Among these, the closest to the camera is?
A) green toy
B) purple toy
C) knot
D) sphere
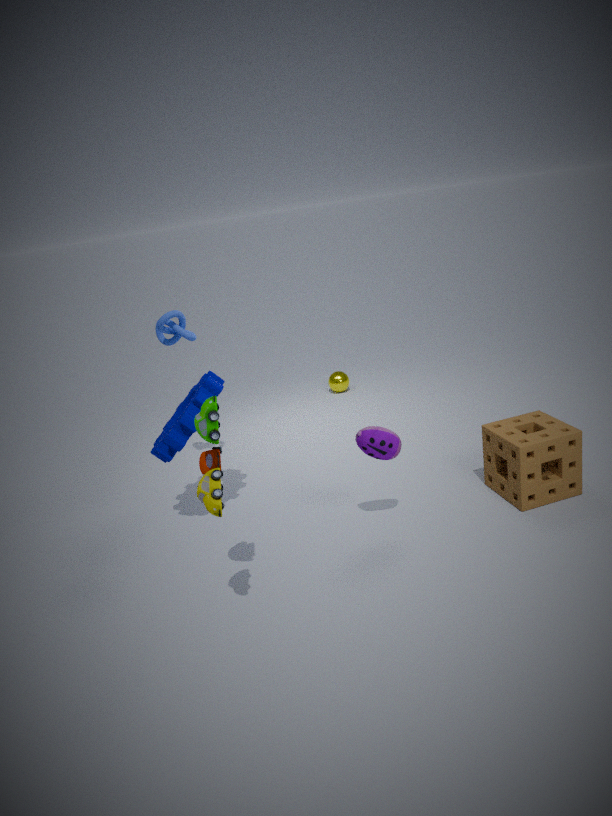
green toy
